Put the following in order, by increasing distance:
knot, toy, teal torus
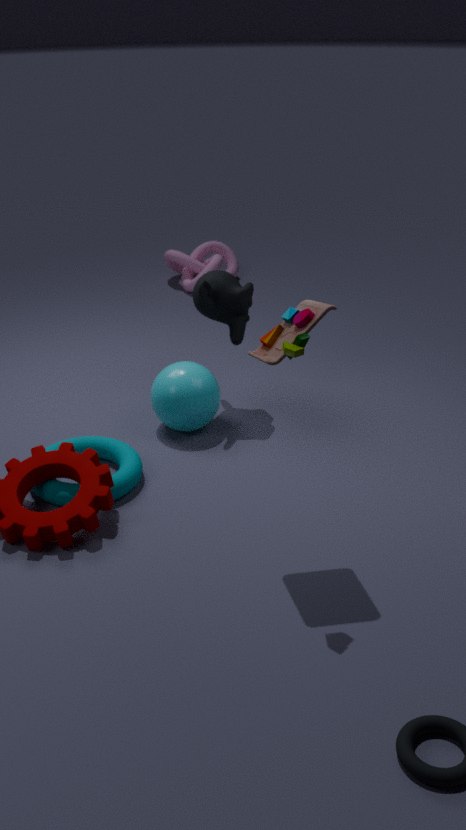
toy → teal torus → knot
